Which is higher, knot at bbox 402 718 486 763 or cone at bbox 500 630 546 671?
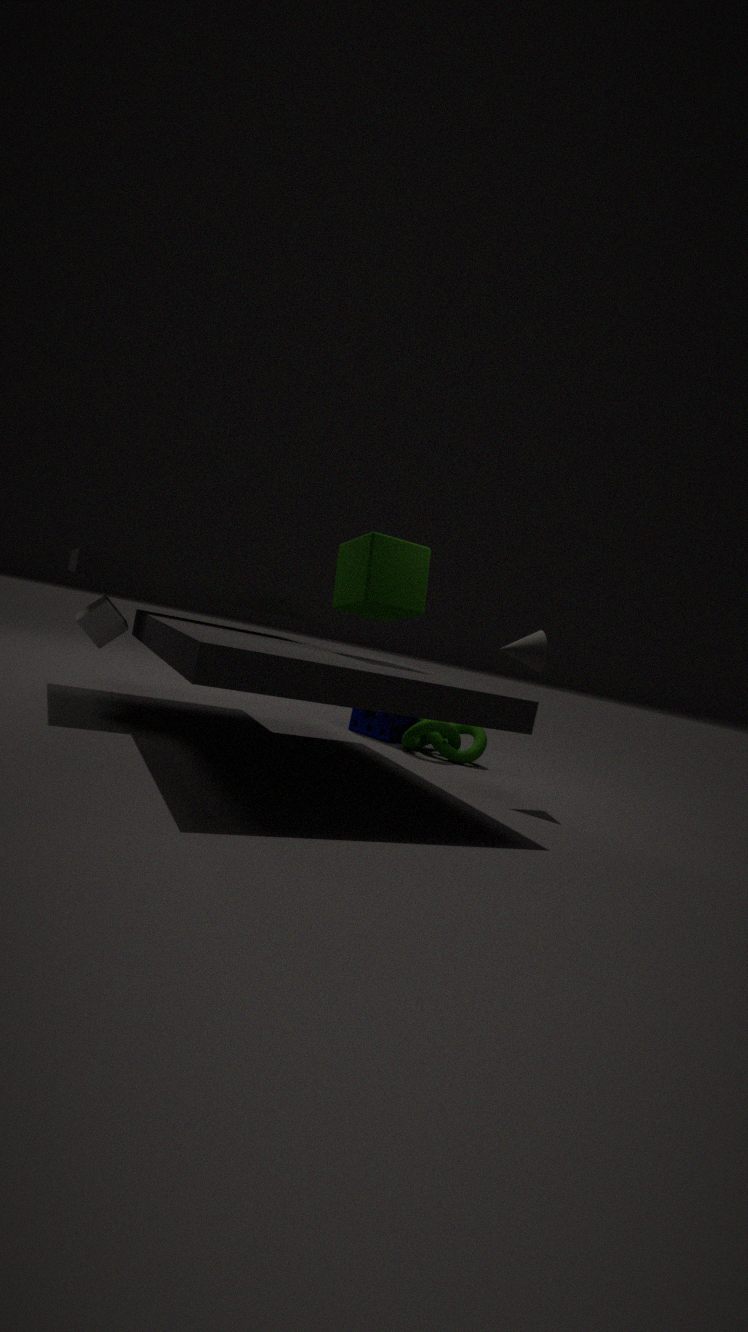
cone at bbox 500 630 546 671
